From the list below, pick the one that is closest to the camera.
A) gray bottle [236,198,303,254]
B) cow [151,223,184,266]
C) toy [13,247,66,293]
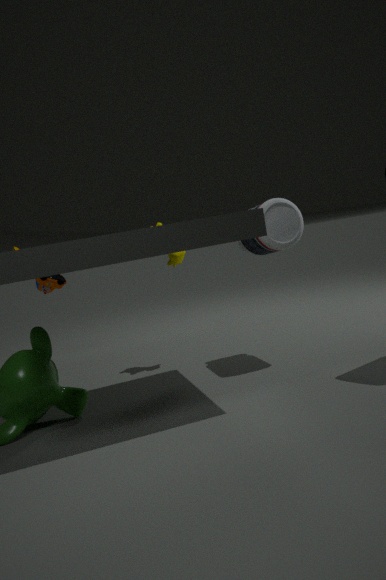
gray bottle [236,198,303,254]
